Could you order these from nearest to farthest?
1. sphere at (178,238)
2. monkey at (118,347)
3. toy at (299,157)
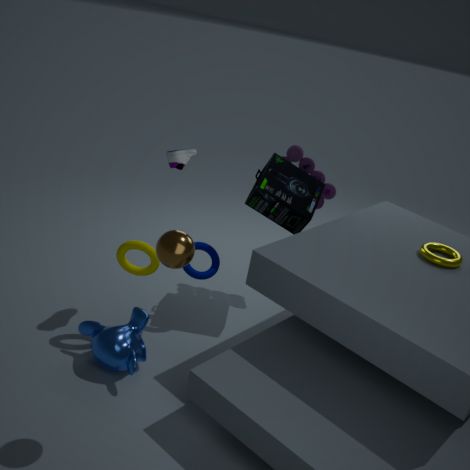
sphere at (178,238) < monkey at (118,347) < toy at (299,157)
